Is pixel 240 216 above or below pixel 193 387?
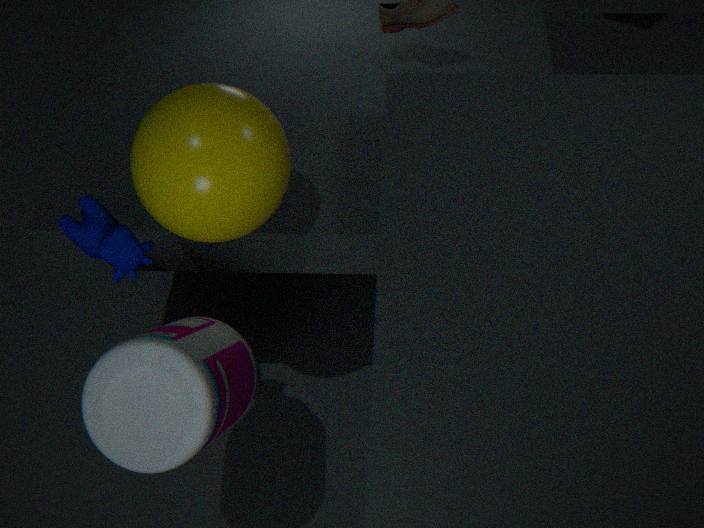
above
